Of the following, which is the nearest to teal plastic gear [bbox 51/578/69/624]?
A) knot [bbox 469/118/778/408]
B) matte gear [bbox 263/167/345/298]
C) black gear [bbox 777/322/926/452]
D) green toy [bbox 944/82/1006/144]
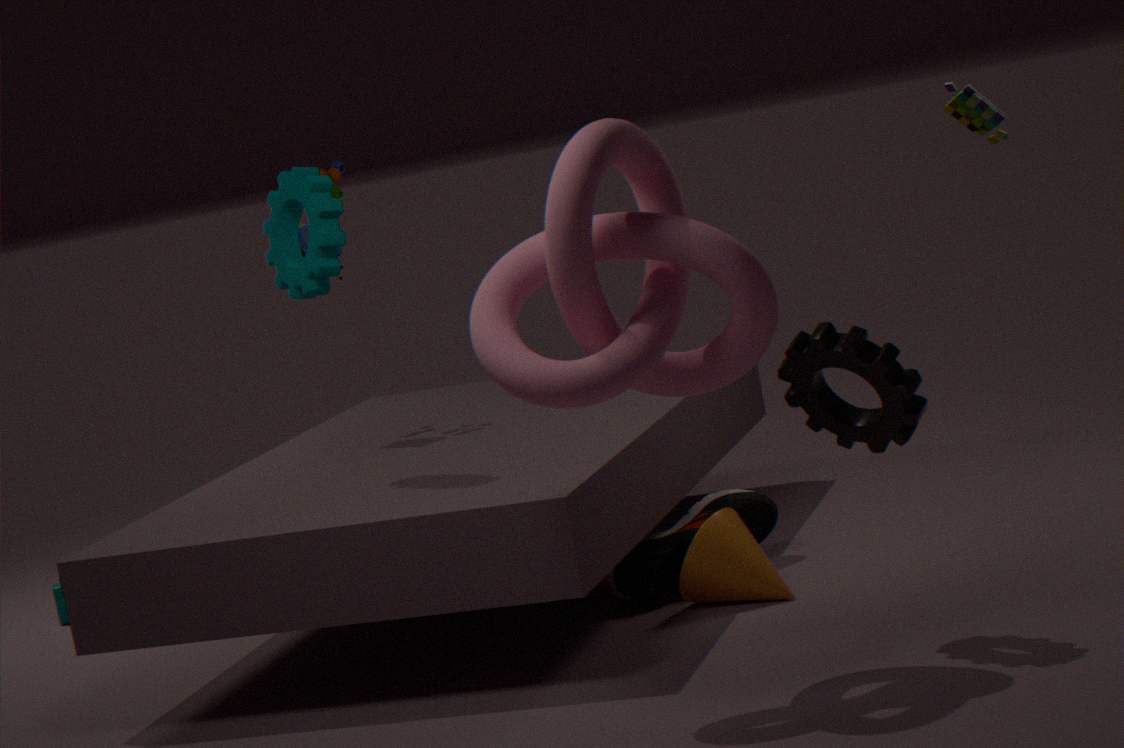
matte gear [bbox 263/167/345/298]
